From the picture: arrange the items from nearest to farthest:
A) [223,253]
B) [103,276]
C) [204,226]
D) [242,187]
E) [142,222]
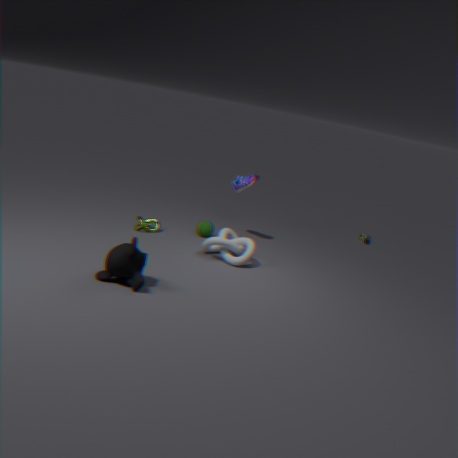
[103,276] < [223,253] < [142,222] < [204,226] < [242,187]
